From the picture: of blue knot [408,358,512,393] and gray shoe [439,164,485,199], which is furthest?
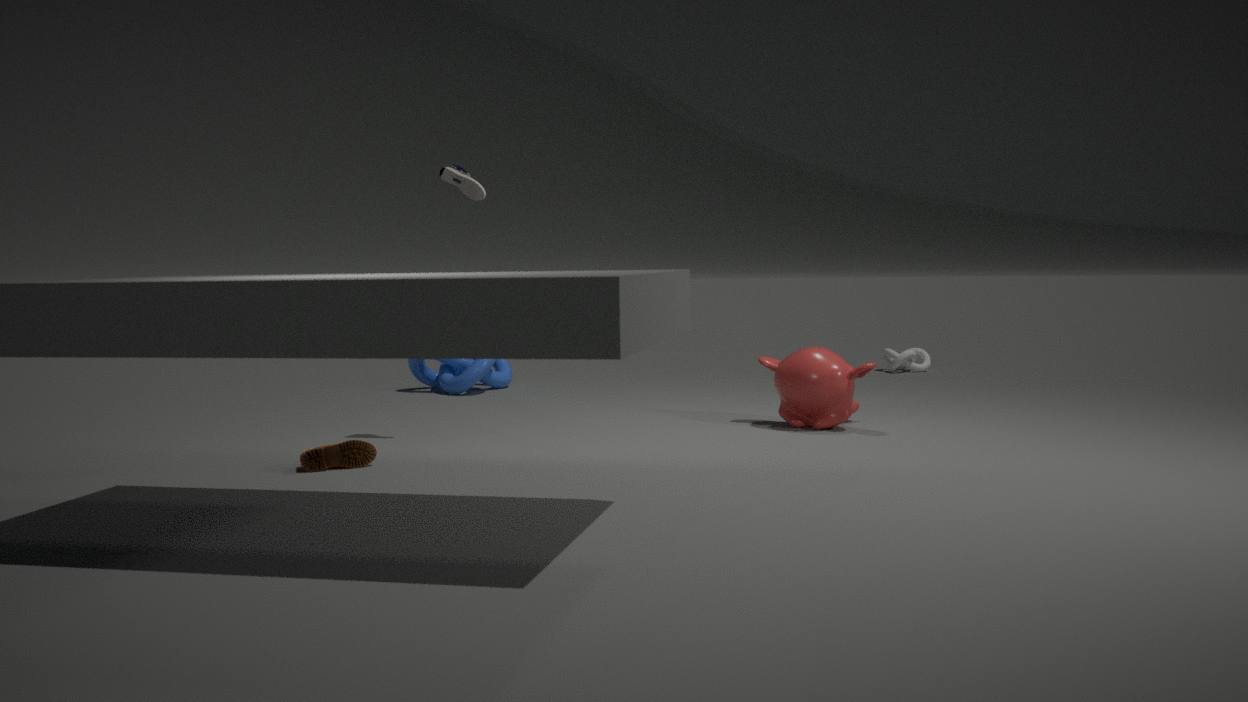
blue knot [408,358,512,393]
